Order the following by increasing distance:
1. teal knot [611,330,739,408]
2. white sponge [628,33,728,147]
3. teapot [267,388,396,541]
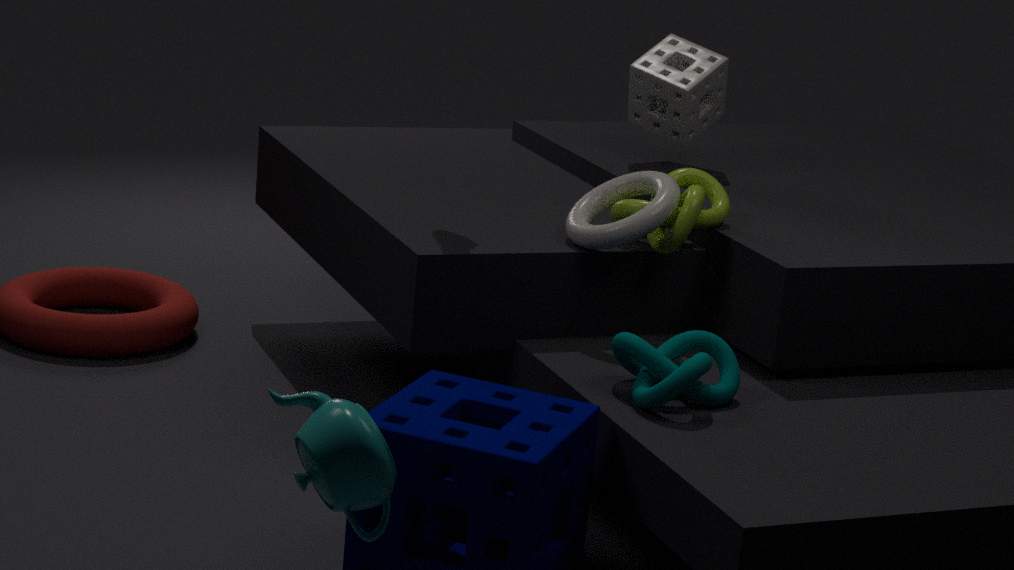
teapot [267,388,396,541] → teal knot [611,330,739,408] → white sponge [628,33,728,147]
